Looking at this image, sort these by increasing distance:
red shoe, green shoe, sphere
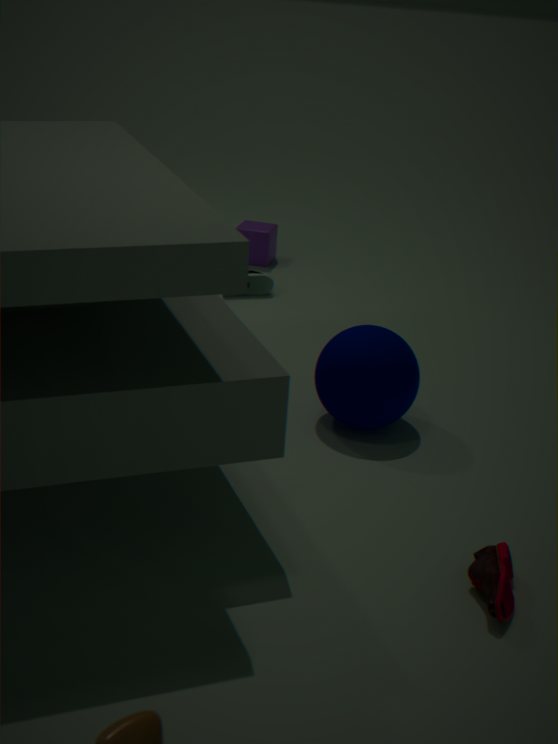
red shoe
sphere
green shoe
